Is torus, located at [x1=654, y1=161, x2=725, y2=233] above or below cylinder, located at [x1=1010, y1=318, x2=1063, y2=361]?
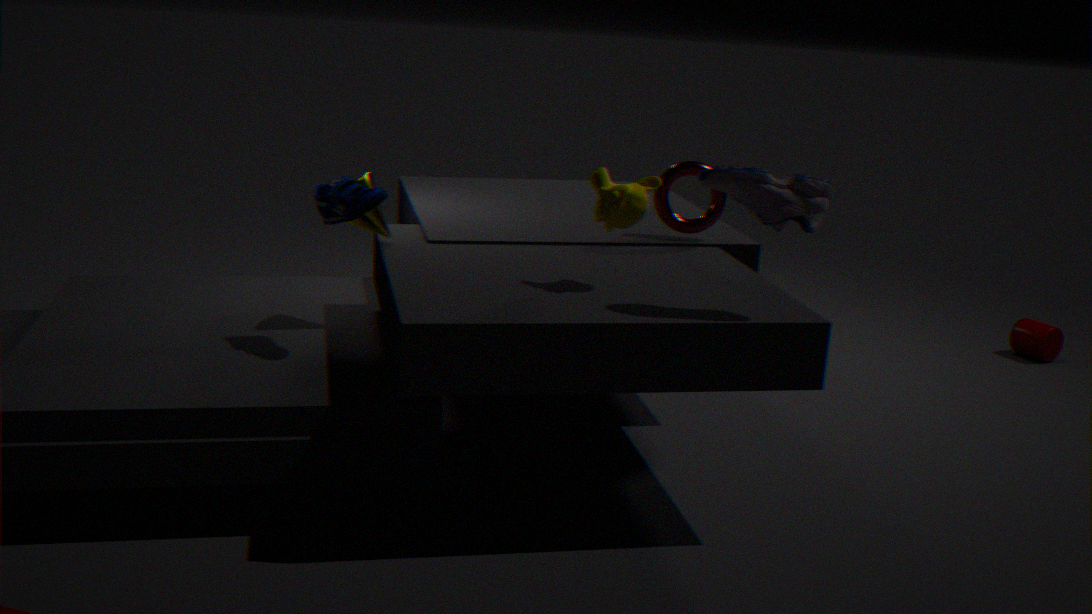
above
